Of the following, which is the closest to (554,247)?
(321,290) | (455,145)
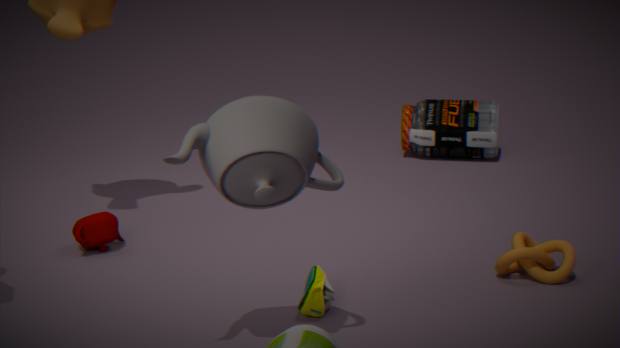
(321,290)
